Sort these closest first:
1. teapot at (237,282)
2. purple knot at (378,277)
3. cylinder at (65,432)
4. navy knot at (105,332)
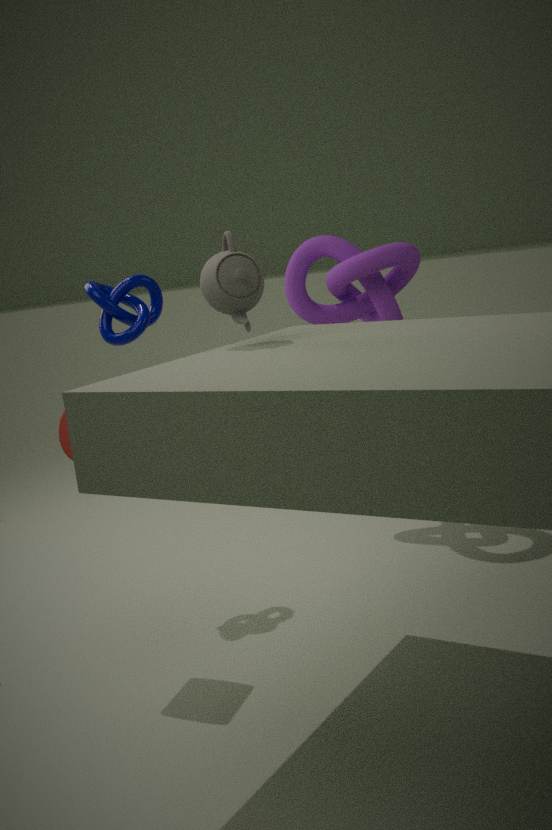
1. teapot at (237,282)
2. cylinder at (65,432)
3. navy knot at (105,332)
4. purple knot at (378,277)
